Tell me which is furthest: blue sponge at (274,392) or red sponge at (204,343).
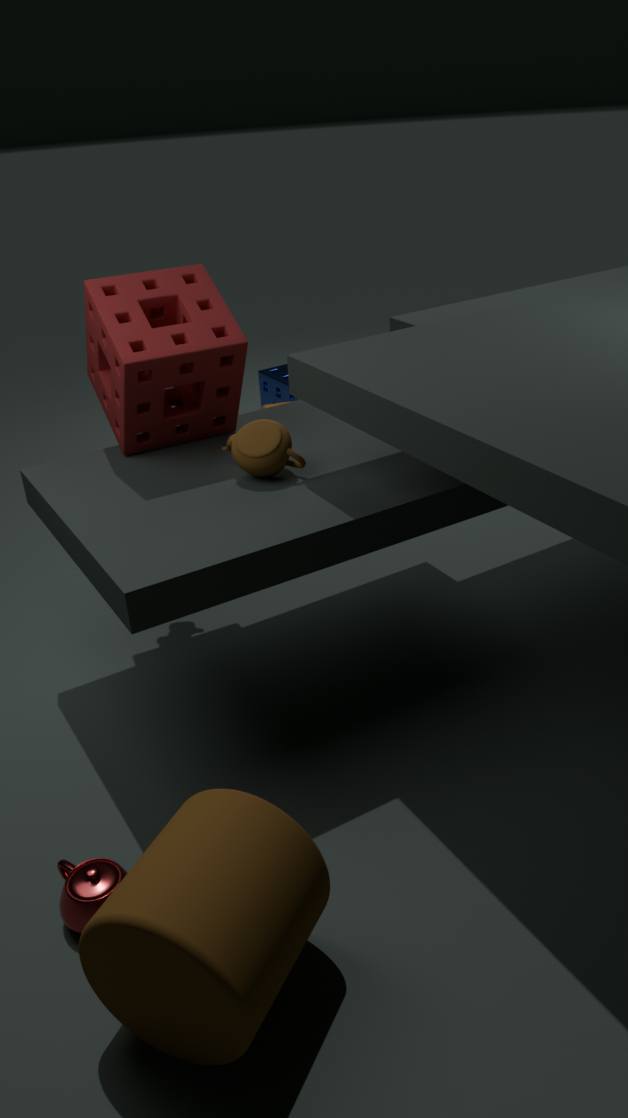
blue sponge at (274,392)
